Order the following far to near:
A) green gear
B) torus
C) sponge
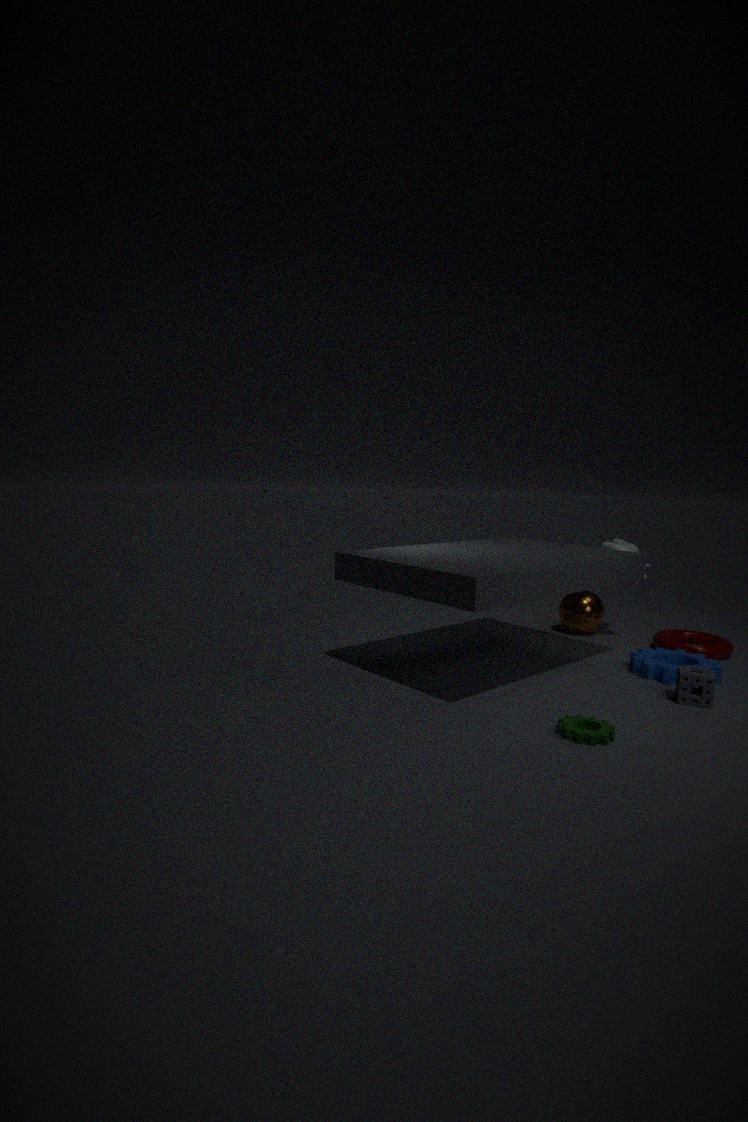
torus → sponge → green gear
